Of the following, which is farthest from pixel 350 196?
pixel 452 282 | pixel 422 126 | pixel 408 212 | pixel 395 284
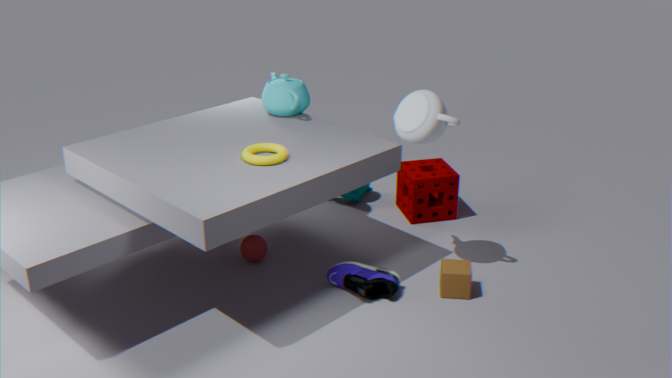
pixel 452 282
